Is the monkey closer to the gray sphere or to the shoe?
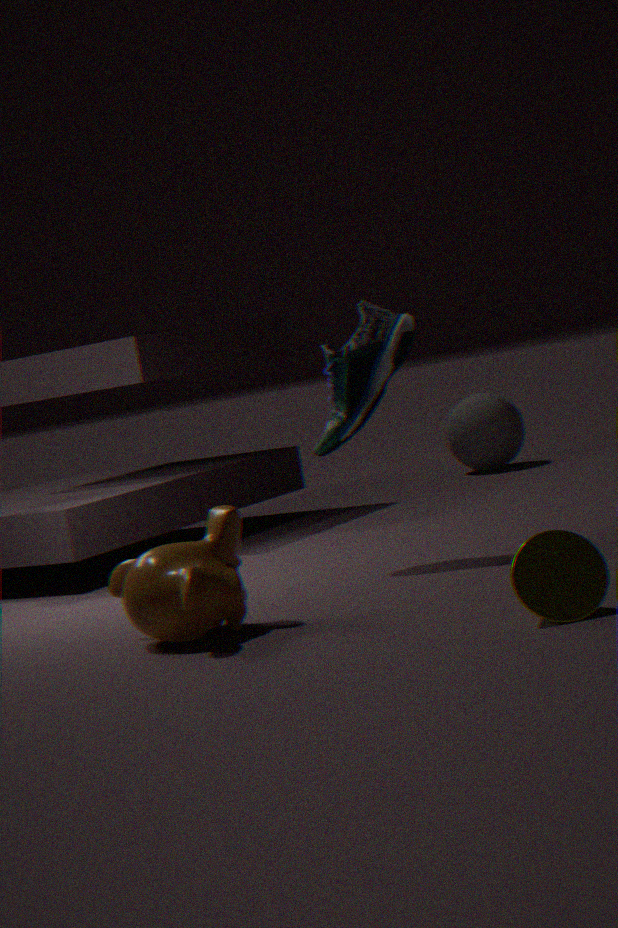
the shoe
